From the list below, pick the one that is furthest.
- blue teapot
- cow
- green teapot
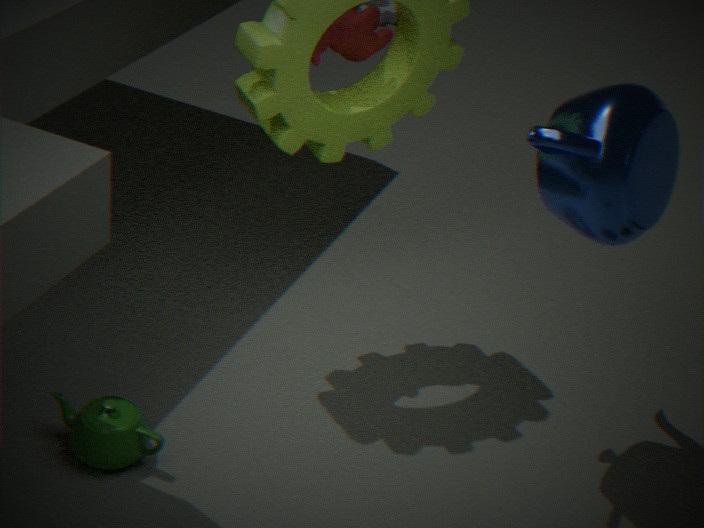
cow
